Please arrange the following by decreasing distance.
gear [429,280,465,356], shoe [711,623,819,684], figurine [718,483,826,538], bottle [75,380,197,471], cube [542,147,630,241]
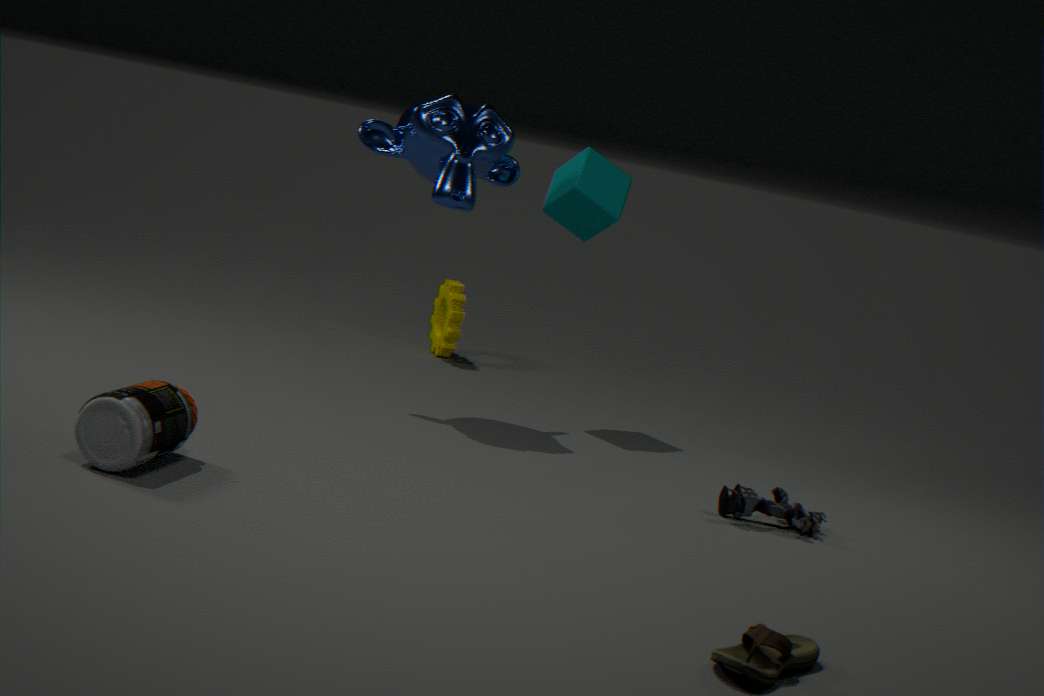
1. gear [429,280,465,356]
2. cube [542,147,630,241]
3. figurine [718,483,826,538]
4. bottle [75,380,197,471]
5. shoe [711,623,819,684]
